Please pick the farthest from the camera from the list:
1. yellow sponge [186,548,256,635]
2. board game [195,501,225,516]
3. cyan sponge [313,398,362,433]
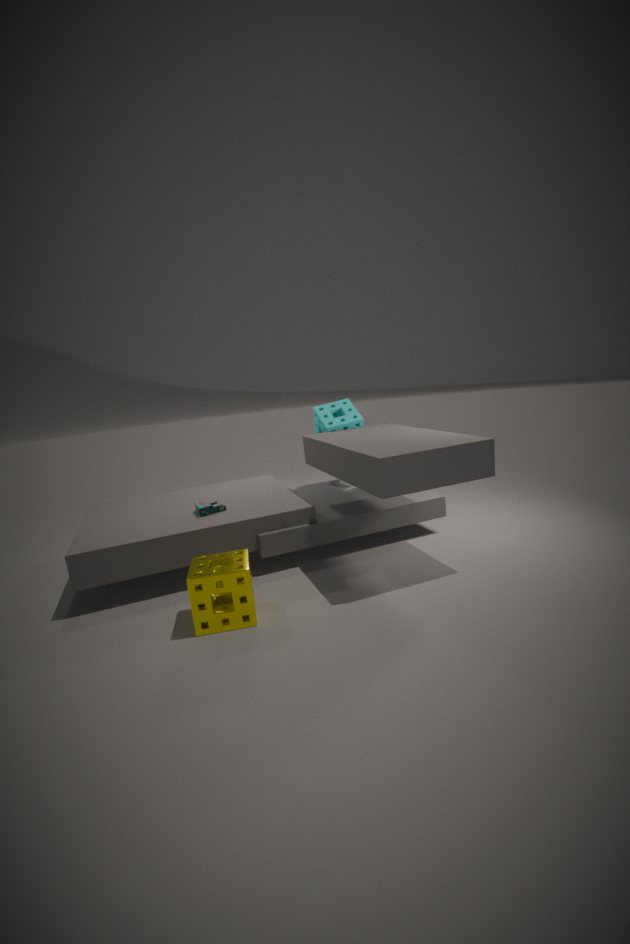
→ cyan sponge [313,398,362,433]
